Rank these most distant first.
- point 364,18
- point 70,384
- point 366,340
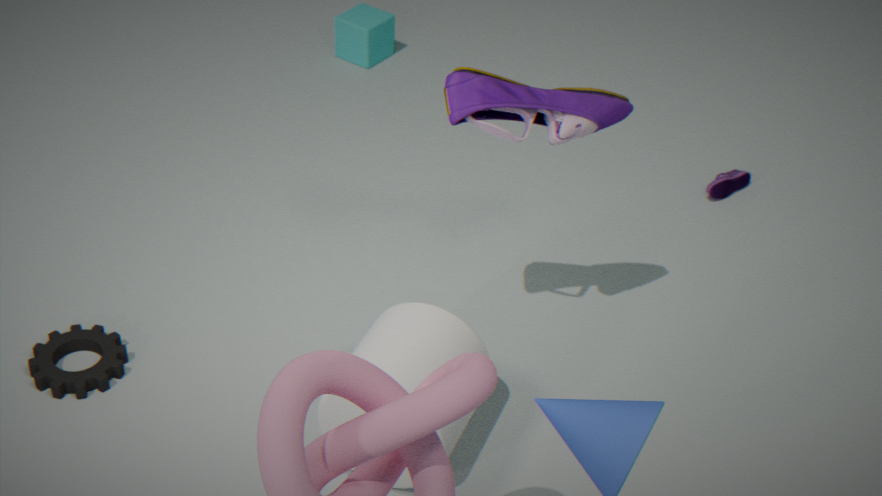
point 364,18 → point 70,384 → point 366,340
